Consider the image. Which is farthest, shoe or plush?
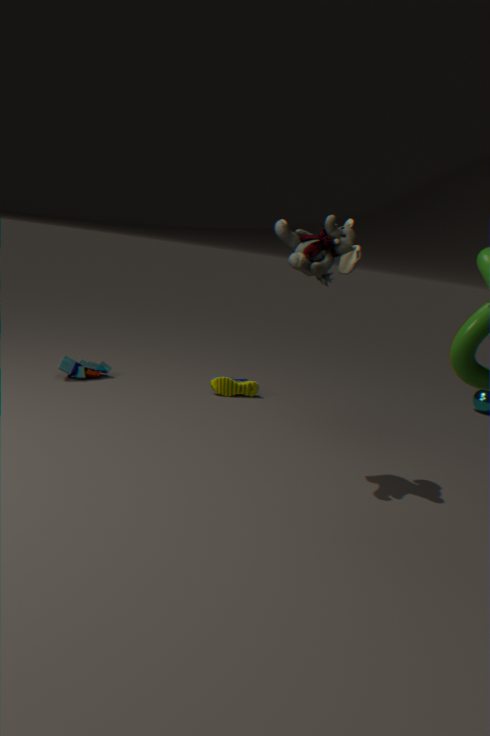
shoe
